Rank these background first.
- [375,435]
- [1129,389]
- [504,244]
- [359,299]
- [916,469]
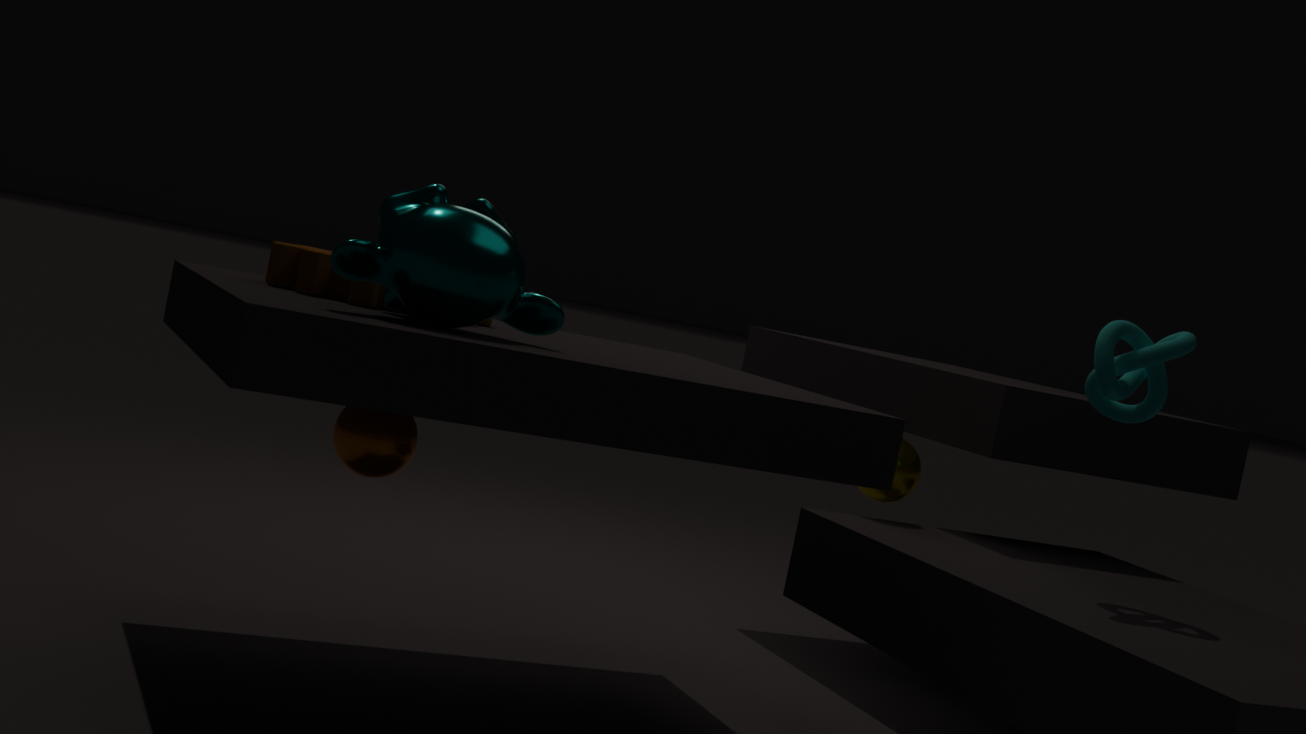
[916,469], [359,299], [1129,389], [375,435], [504,244]
